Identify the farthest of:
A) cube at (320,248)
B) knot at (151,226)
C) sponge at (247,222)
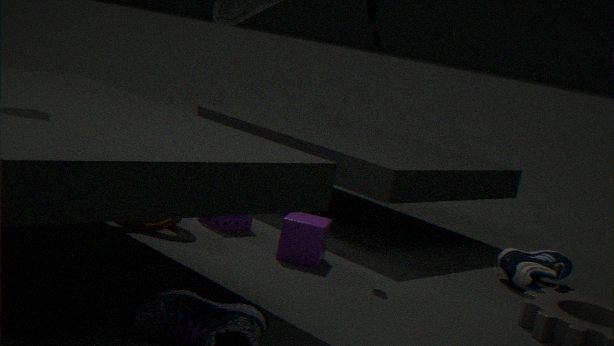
sponge at (247,222)
